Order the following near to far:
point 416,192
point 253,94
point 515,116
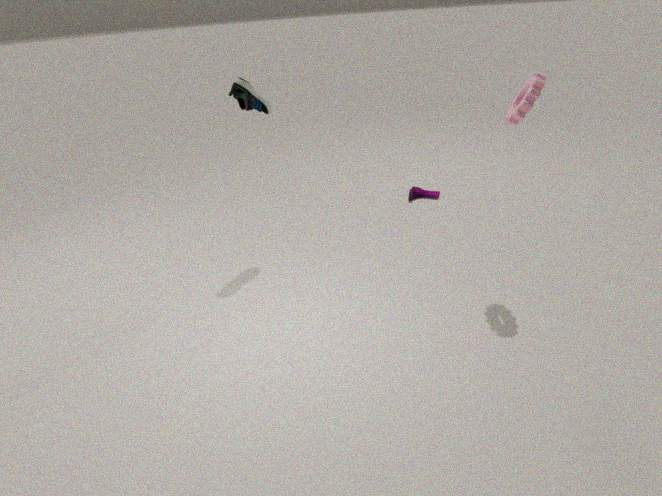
point 515,116
point 253,94
point 416,192
